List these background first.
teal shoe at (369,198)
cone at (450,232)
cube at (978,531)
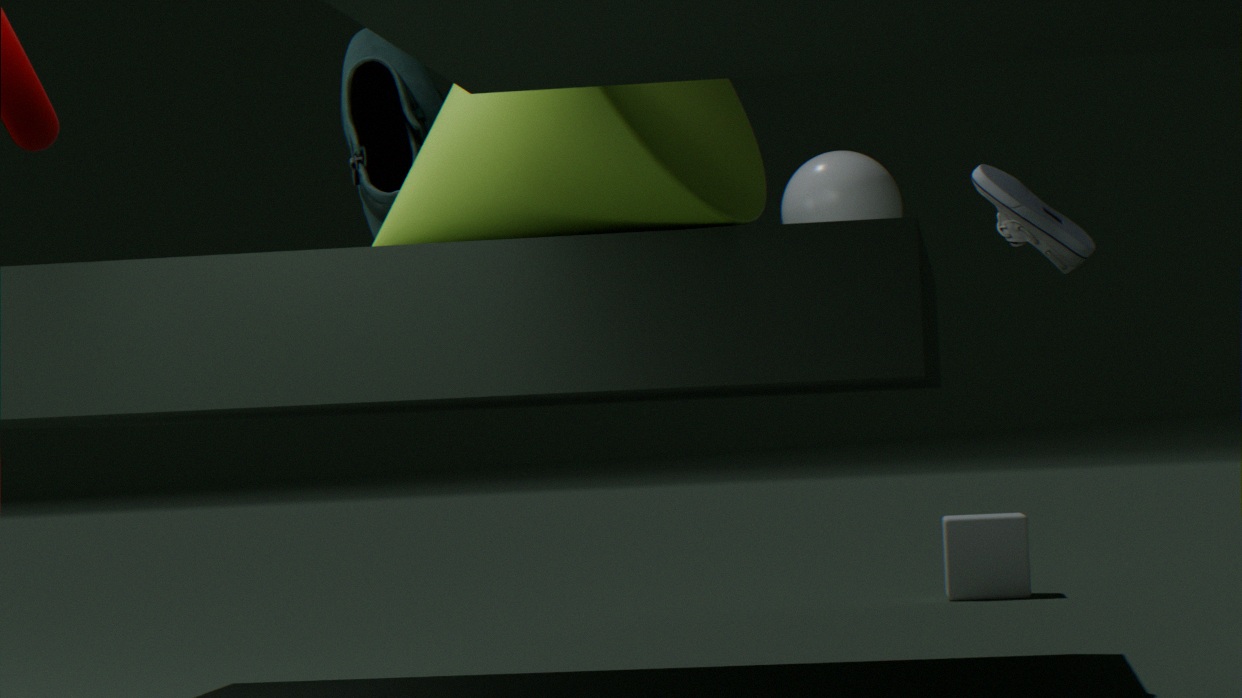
cube at (978,531)
teal shoe at (369,198)
cone at (450,232)
